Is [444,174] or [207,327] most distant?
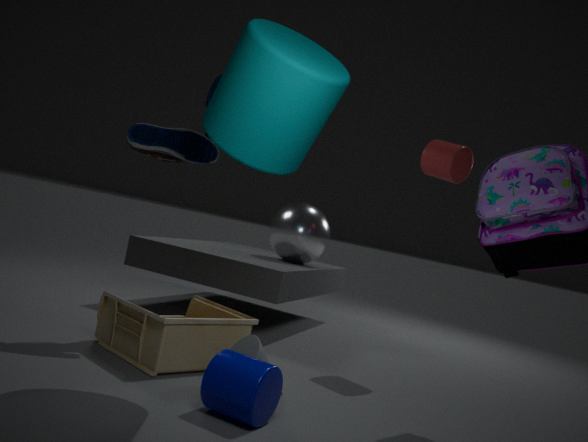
[444,174]
